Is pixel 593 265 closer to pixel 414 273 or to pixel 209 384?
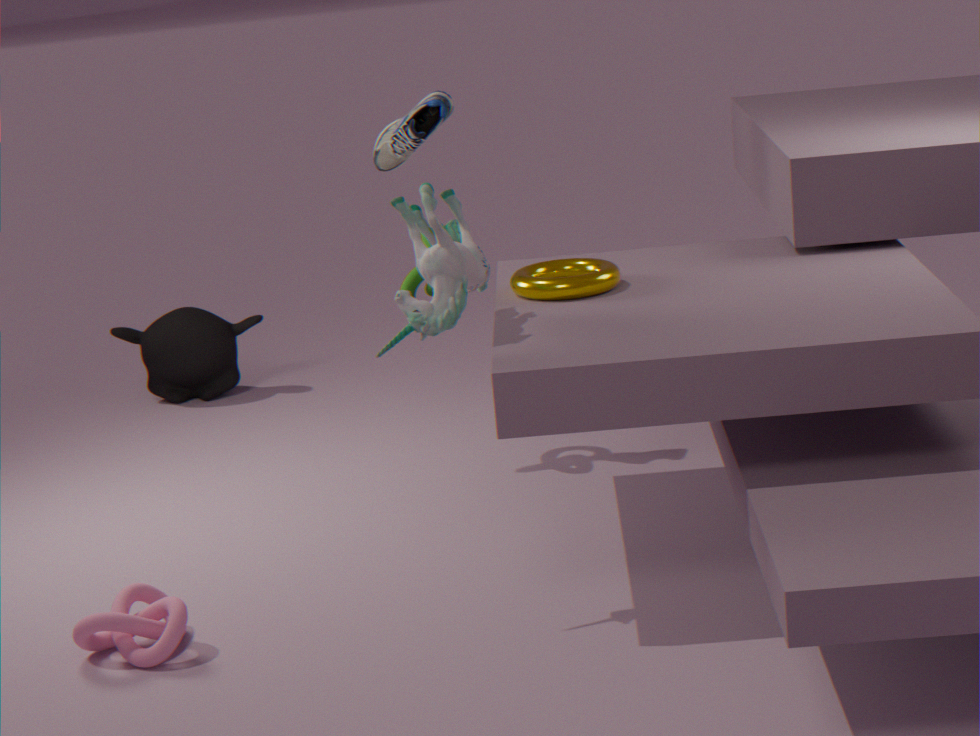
pixel 414 273
